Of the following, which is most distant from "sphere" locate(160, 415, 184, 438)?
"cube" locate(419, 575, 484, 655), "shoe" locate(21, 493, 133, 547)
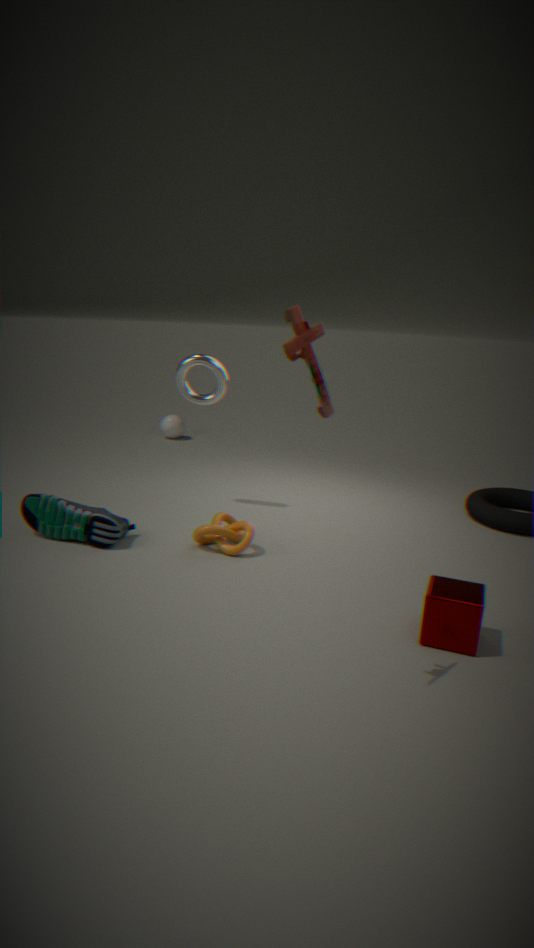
"cube" locate(419, 575, 484, 655)
